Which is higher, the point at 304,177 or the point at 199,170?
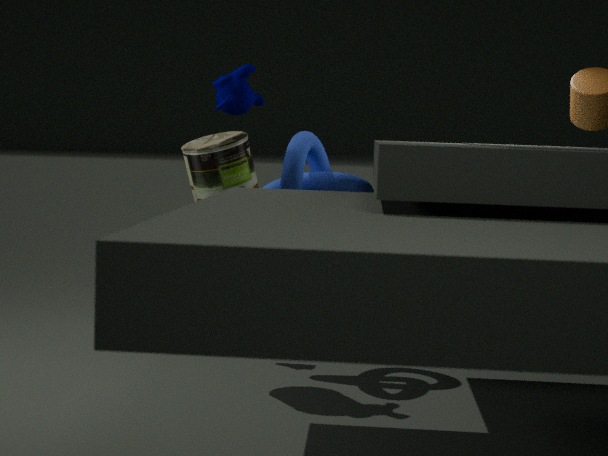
the point at 199,170
